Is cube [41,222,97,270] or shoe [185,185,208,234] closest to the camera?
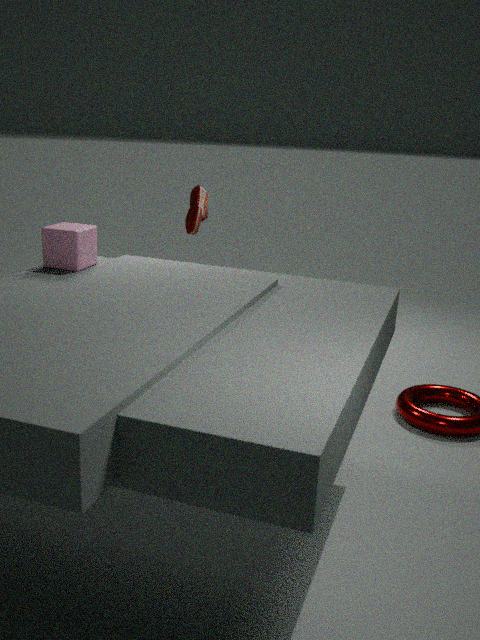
cube [41,222,97,270]
